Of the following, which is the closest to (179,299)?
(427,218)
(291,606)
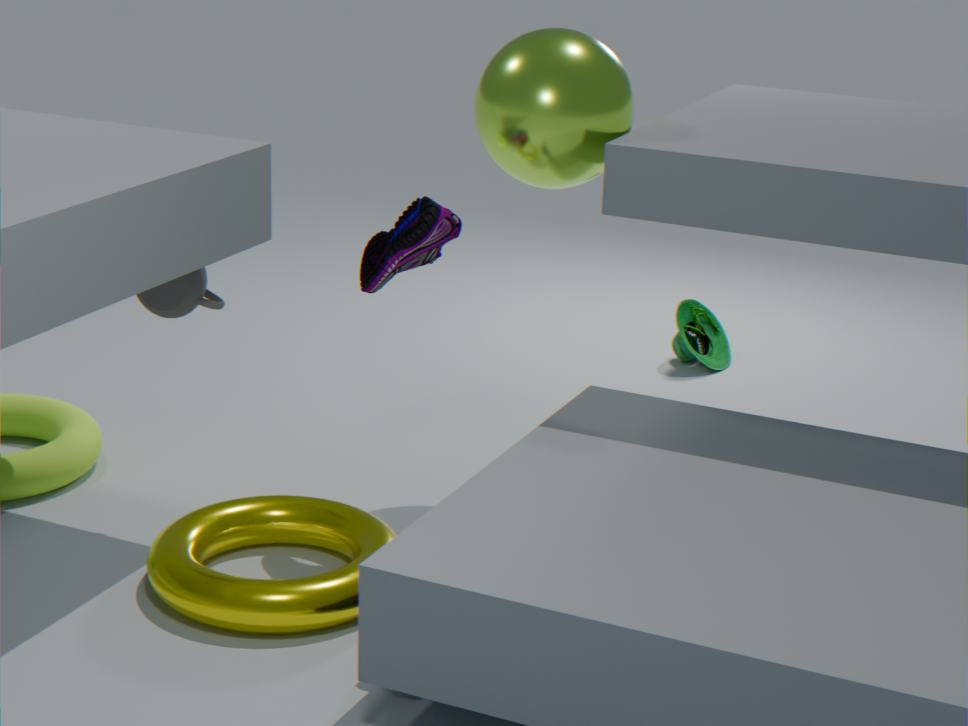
(427,218)
